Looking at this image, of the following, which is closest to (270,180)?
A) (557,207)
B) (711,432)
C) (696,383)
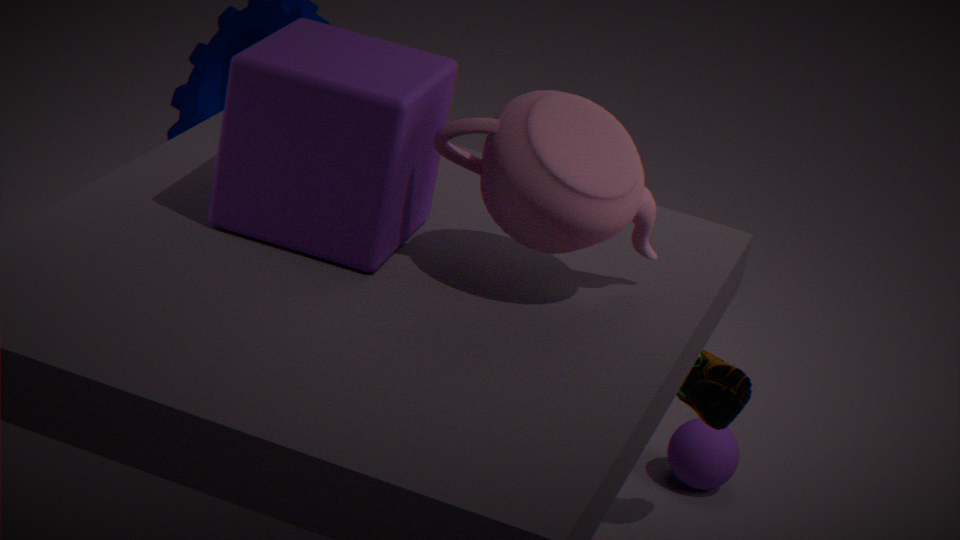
(557,207)
